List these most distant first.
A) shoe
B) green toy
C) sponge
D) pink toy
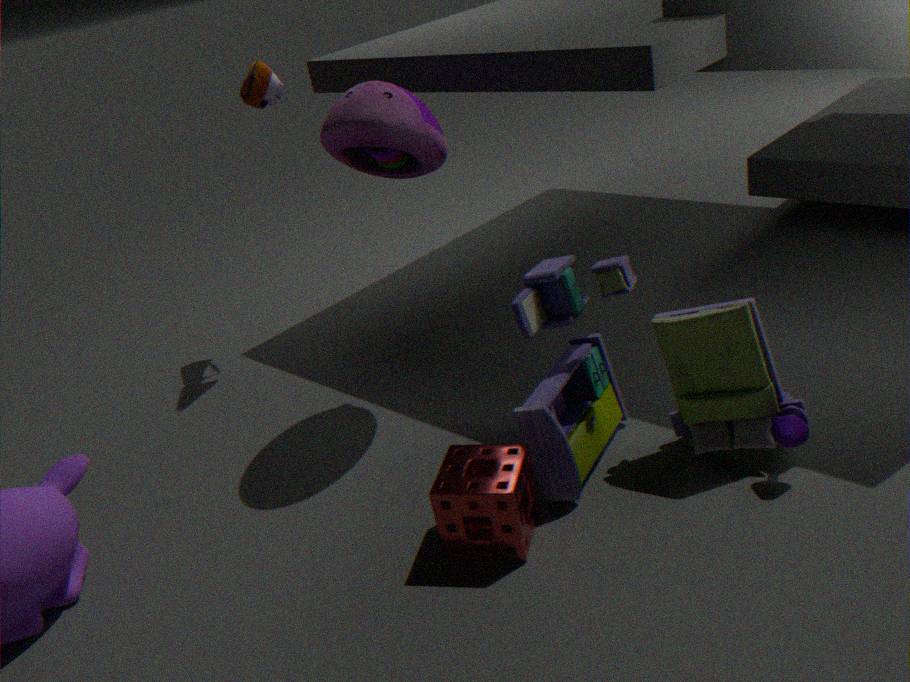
1. shoe
2. pink toy
3. green toy
4. sponge
